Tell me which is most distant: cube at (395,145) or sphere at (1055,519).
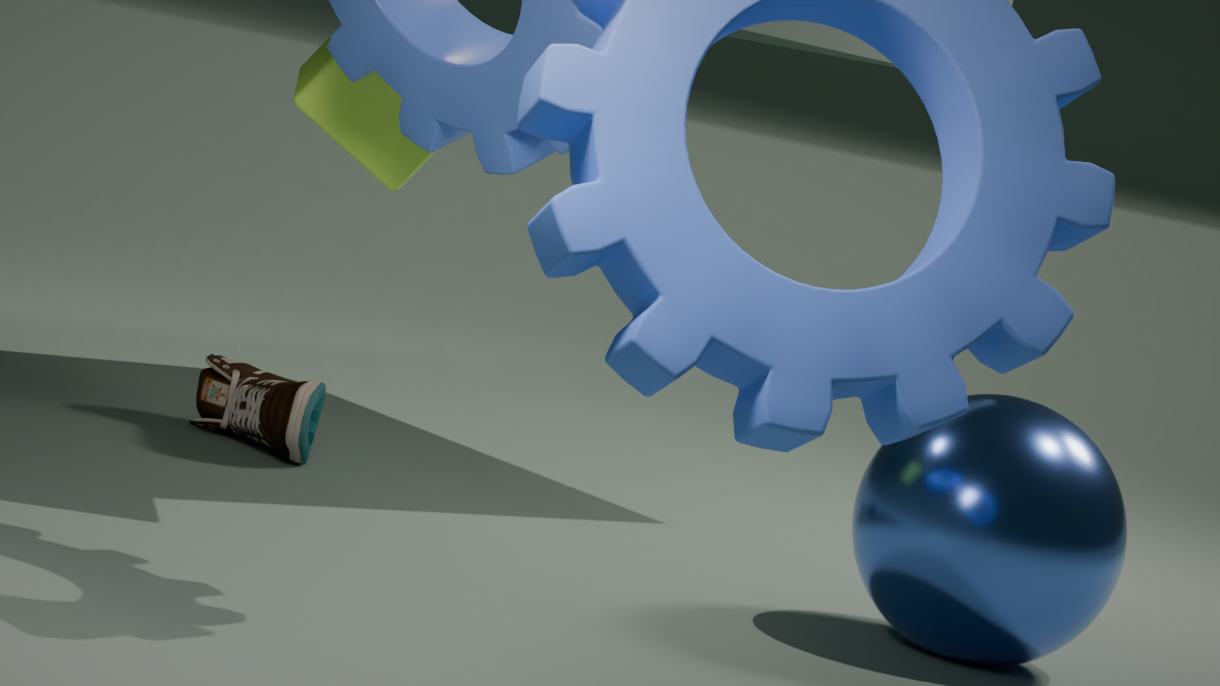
cube at (395,145)
